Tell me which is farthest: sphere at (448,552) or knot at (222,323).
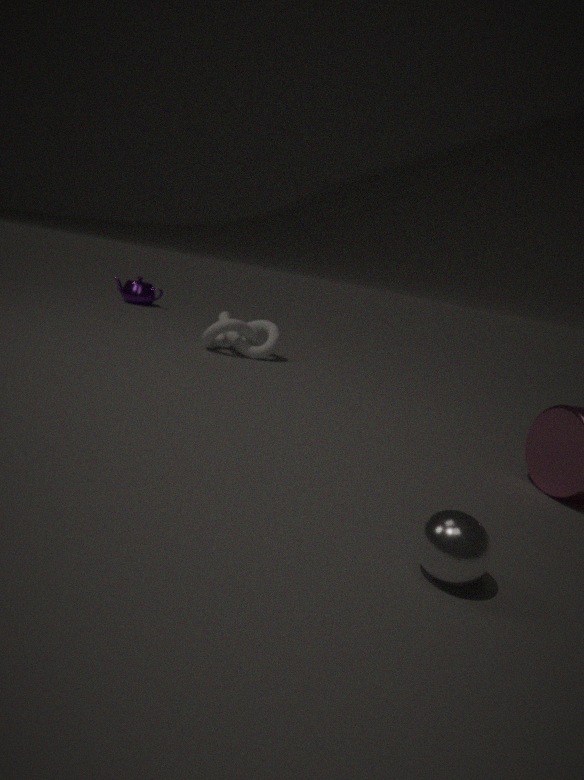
knot at (222,323)
